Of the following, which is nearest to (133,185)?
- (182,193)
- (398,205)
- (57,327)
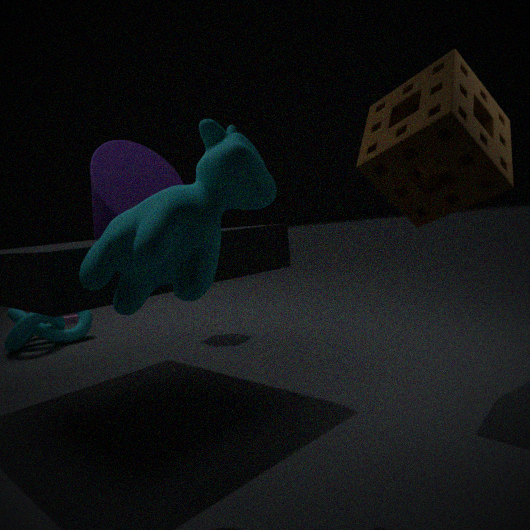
(182,193)
